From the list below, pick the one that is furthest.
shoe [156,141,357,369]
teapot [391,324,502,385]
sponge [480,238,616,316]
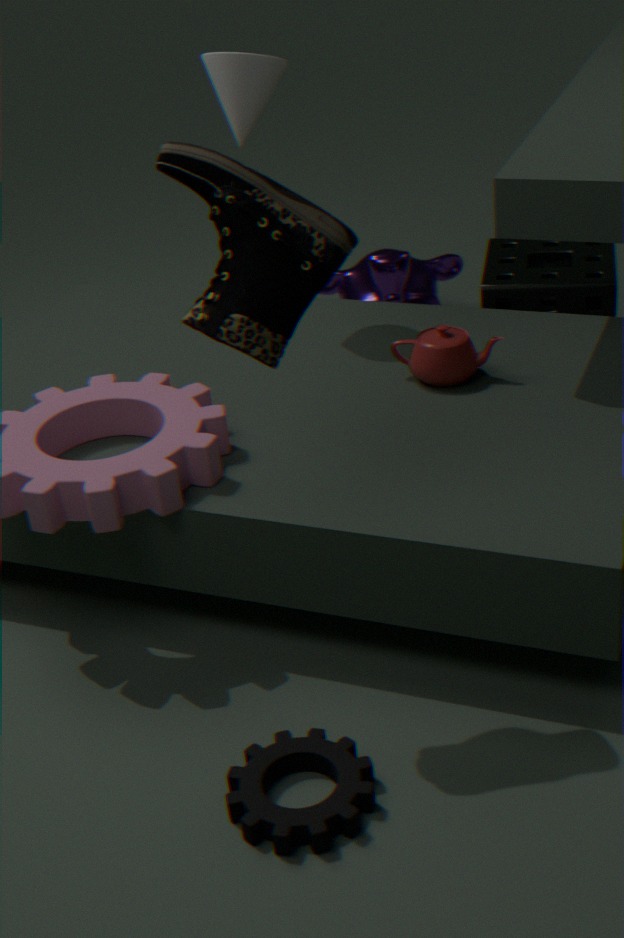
sponge [480,238,616,316]
